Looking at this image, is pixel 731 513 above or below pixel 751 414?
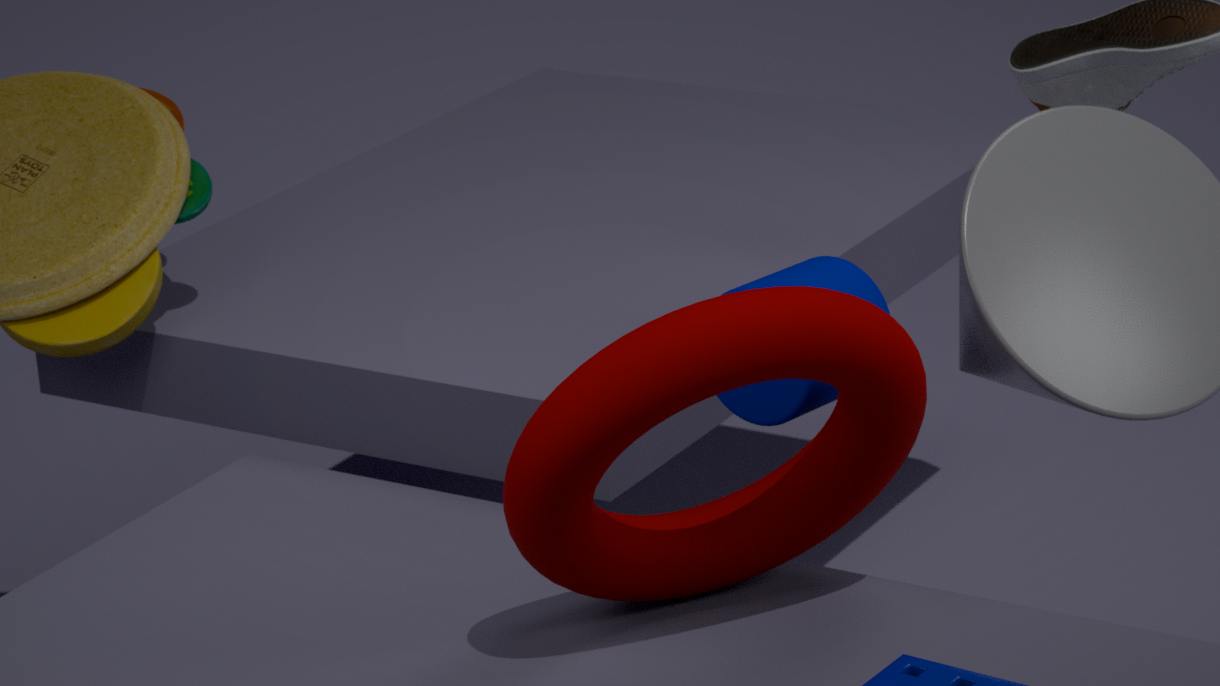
below
